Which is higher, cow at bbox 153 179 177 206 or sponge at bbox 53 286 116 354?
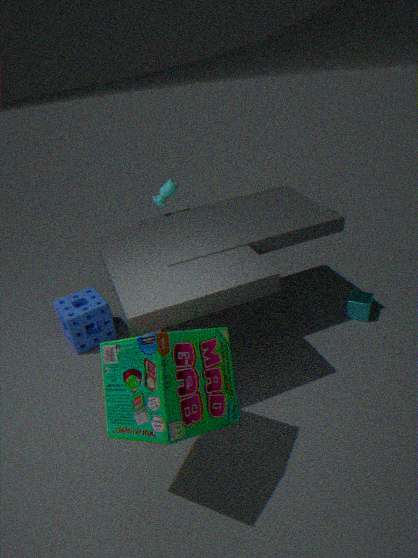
cow at bbox 153 179 177 206
